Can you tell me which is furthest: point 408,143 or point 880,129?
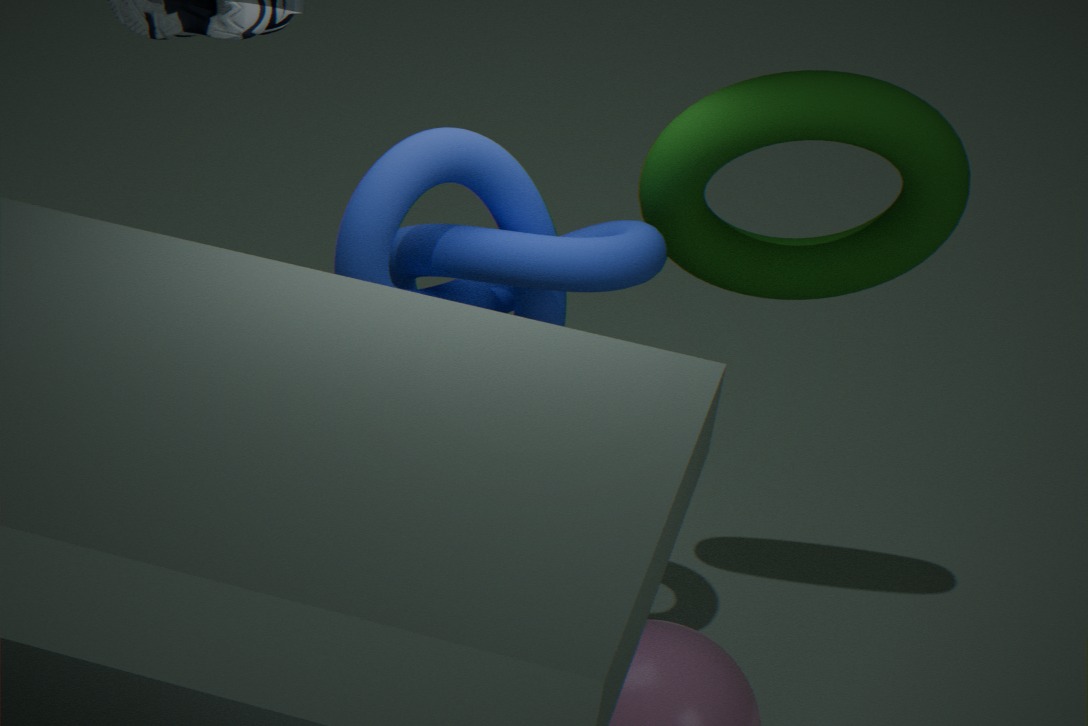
point 880,129
